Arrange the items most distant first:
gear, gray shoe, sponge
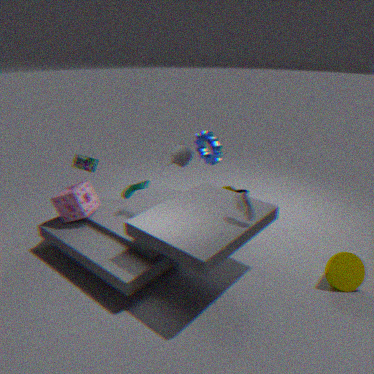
gear, sponge, gray shoe
